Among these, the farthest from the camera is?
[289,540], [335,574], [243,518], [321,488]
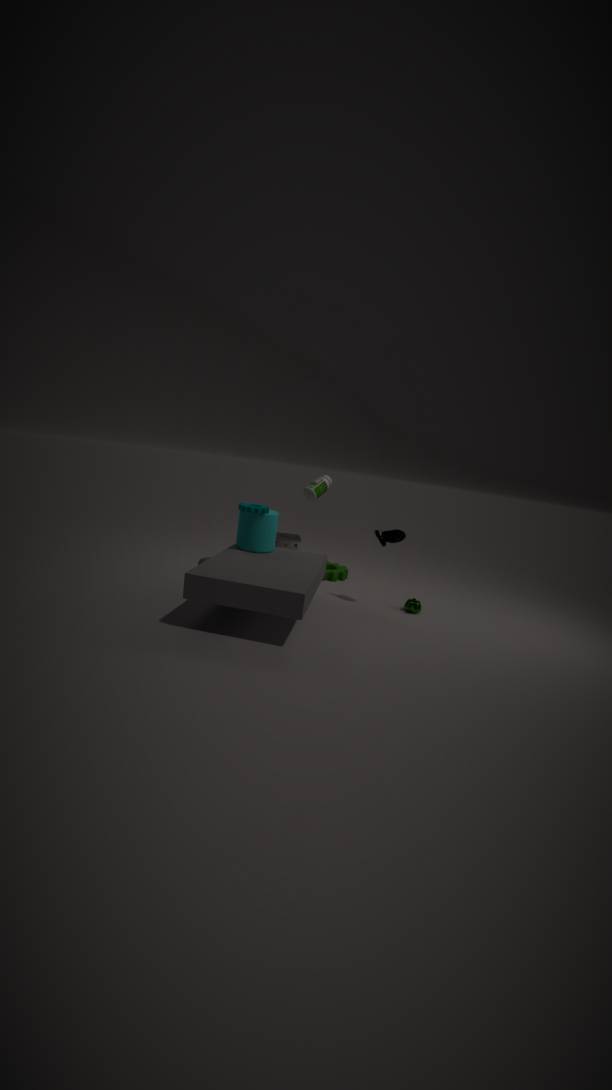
[289,540]
